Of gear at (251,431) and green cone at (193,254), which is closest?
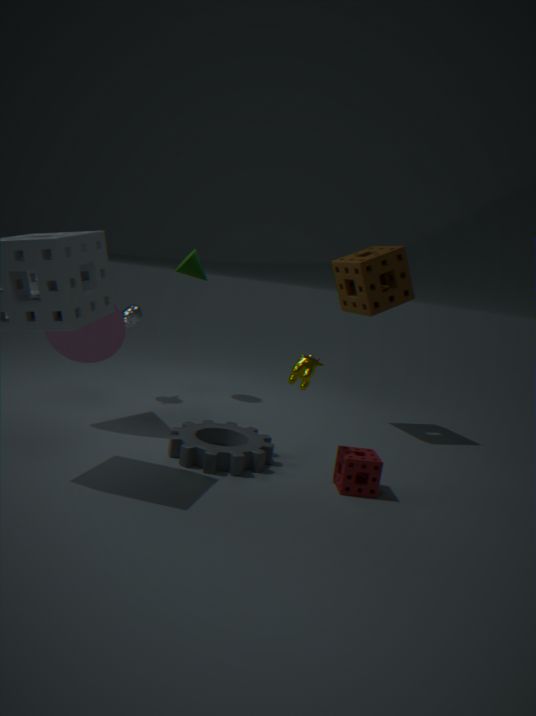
gear at (251,431)
